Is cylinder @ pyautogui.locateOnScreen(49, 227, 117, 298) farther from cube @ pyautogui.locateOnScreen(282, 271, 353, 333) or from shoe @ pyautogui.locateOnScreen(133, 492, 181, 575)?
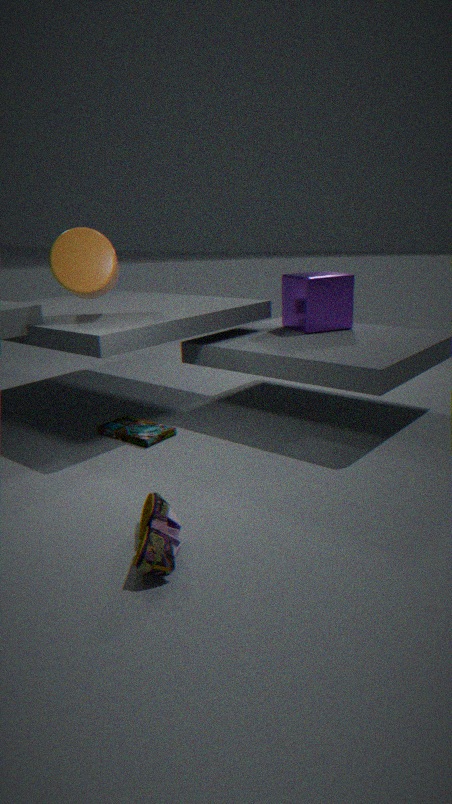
shoe @ pyautogui.locateOnScreen(133, 492, 181, 575)
